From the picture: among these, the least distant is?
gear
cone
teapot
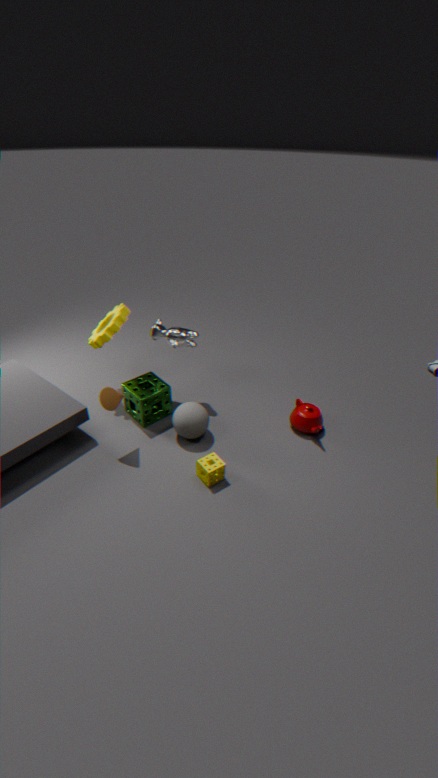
cone
